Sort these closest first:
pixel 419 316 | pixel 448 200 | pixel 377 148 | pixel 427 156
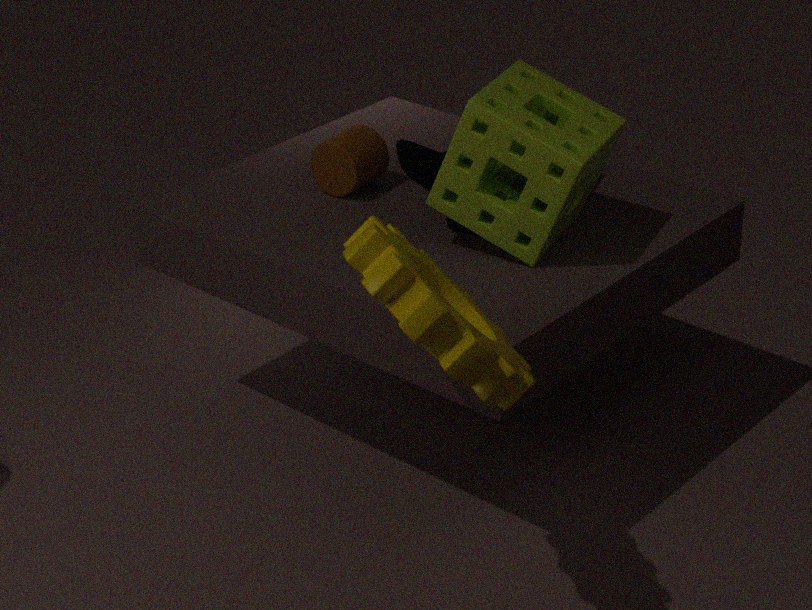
pixel 419 316 → pixel 448 200 → pixel 377 148 → pixel 427 156
